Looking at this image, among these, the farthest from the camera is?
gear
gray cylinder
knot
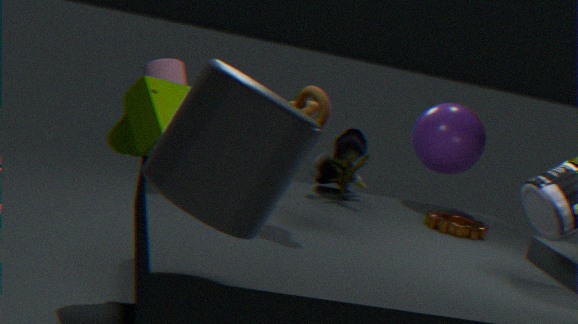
gear
